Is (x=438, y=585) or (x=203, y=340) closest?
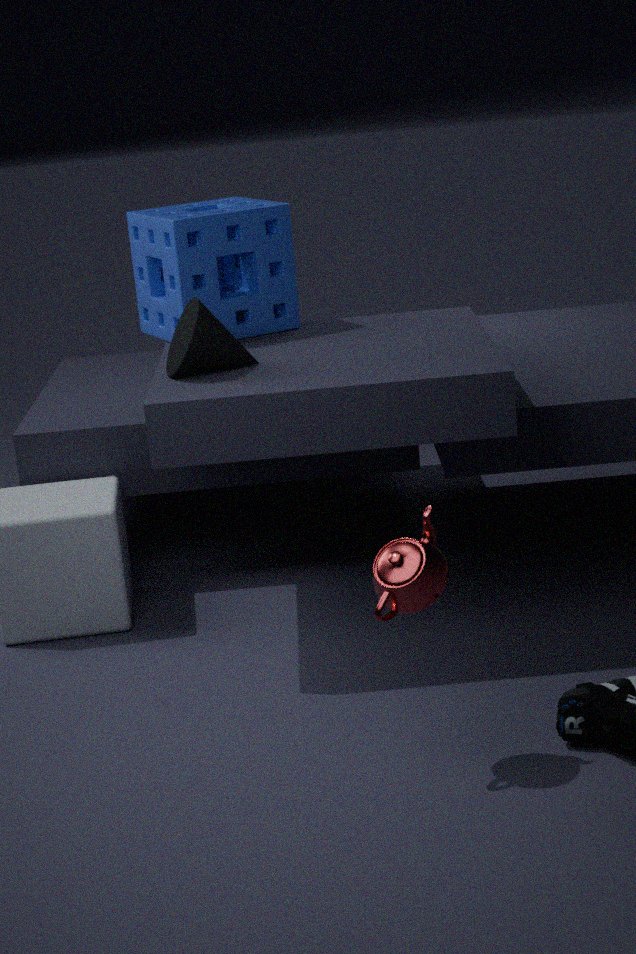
(x=438, y=585)
